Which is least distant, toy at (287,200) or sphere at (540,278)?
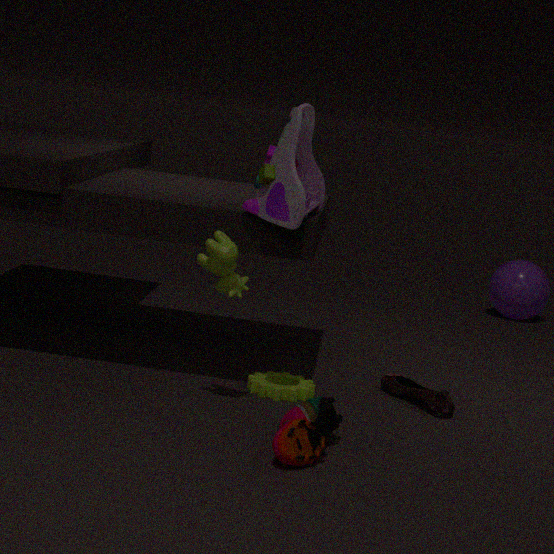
toy at (287,200)
